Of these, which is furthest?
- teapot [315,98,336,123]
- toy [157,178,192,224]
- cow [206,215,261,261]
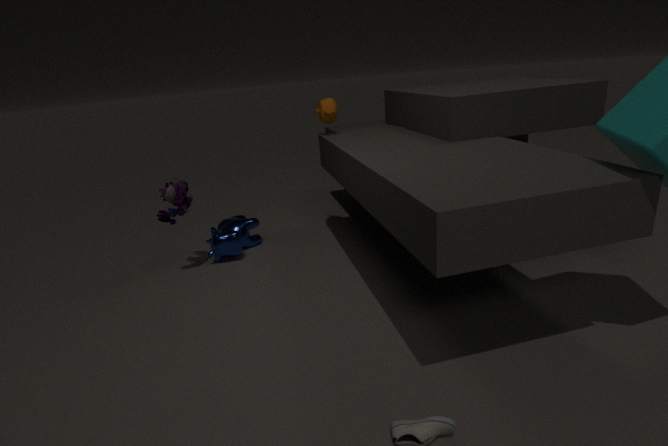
cow [206,215,261,261]
